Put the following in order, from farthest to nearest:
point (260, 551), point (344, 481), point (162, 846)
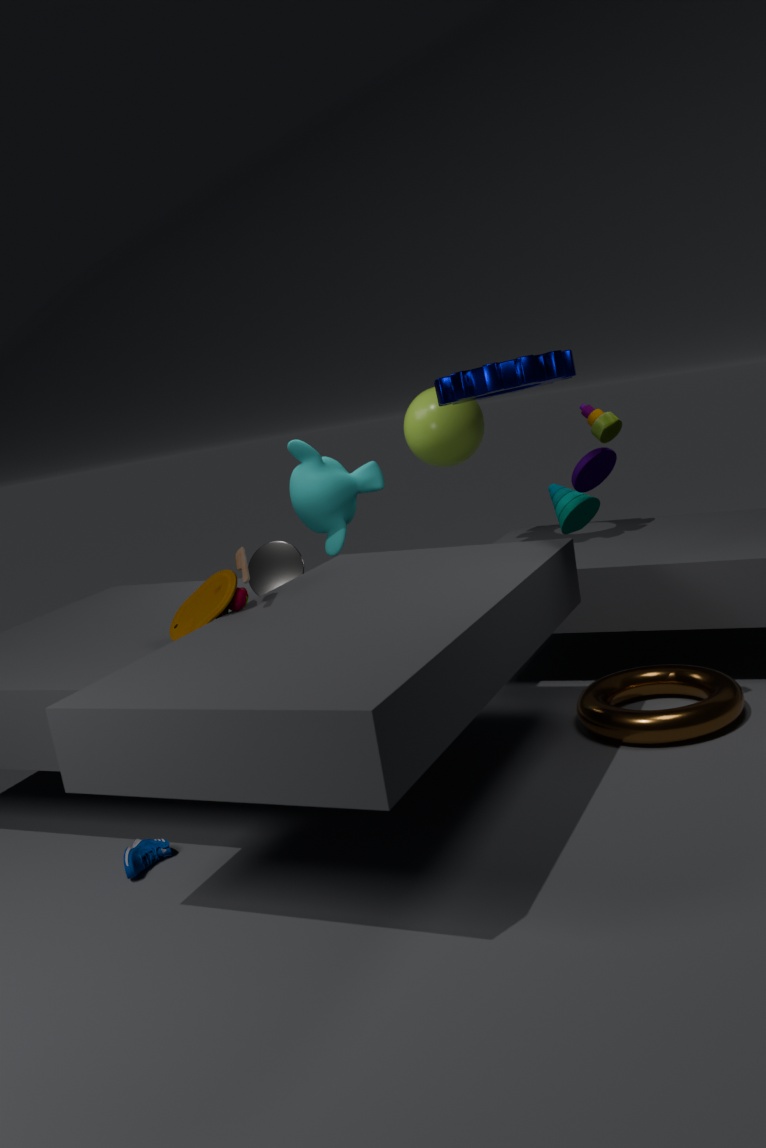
point (344, 481), point (260, 551), point (162, 846)
